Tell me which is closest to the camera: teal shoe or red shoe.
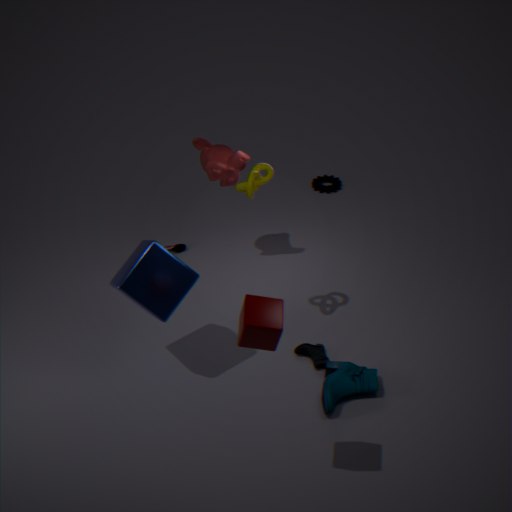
teal shoe
